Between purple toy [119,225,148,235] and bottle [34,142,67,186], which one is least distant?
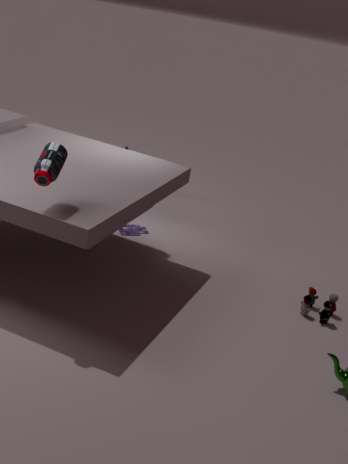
bottle [34,142,67,186]
